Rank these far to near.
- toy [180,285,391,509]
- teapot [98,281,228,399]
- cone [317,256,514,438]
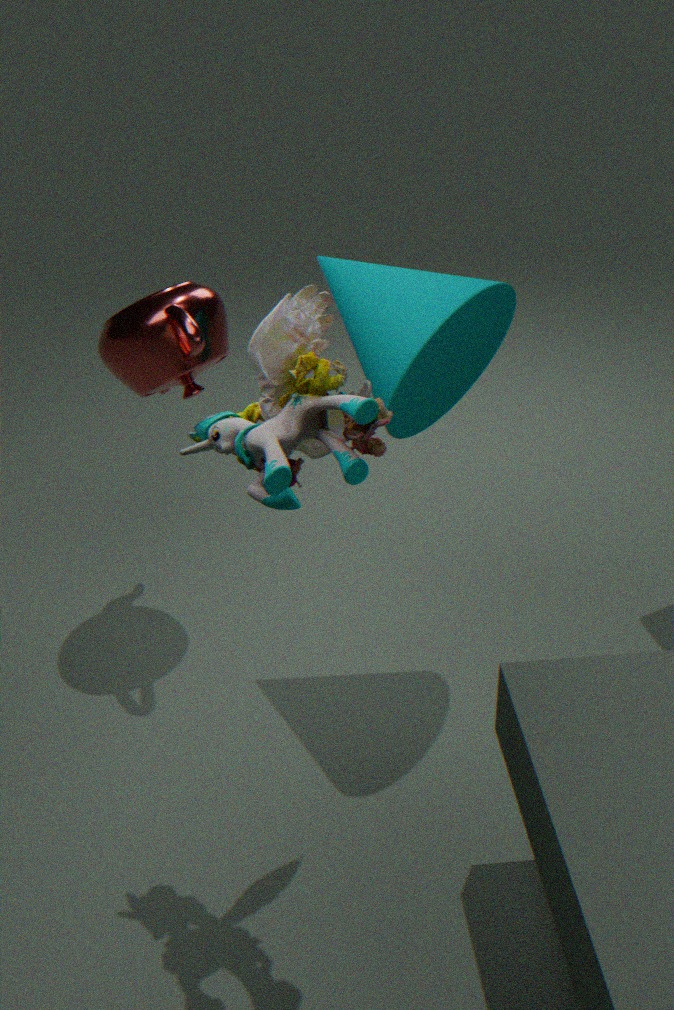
1. teapot [98,281,228,399]
2. cone [317,256,514,438]
3. toy [180,285,391,509]
